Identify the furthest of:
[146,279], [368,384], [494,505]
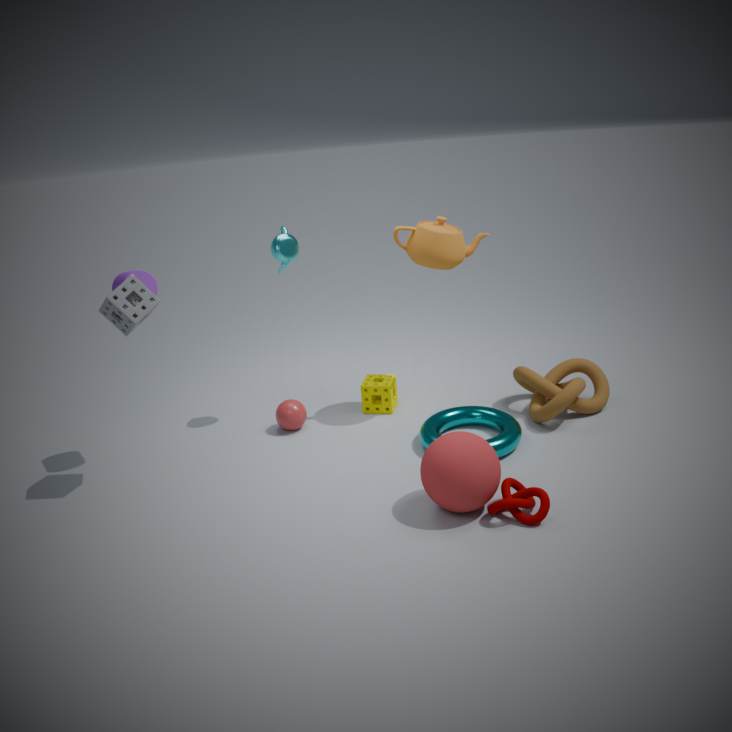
[368,384]
